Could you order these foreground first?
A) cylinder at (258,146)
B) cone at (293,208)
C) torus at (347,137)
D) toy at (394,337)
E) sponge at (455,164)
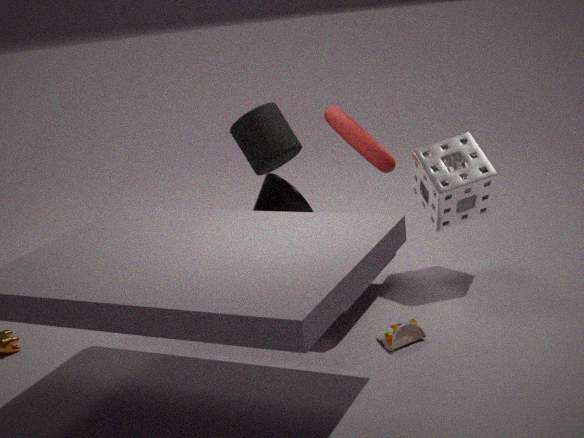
toy at (394,337), sponge at (455,164), torus at (347,137), cone at (293,208), cylinder at (258,146)
